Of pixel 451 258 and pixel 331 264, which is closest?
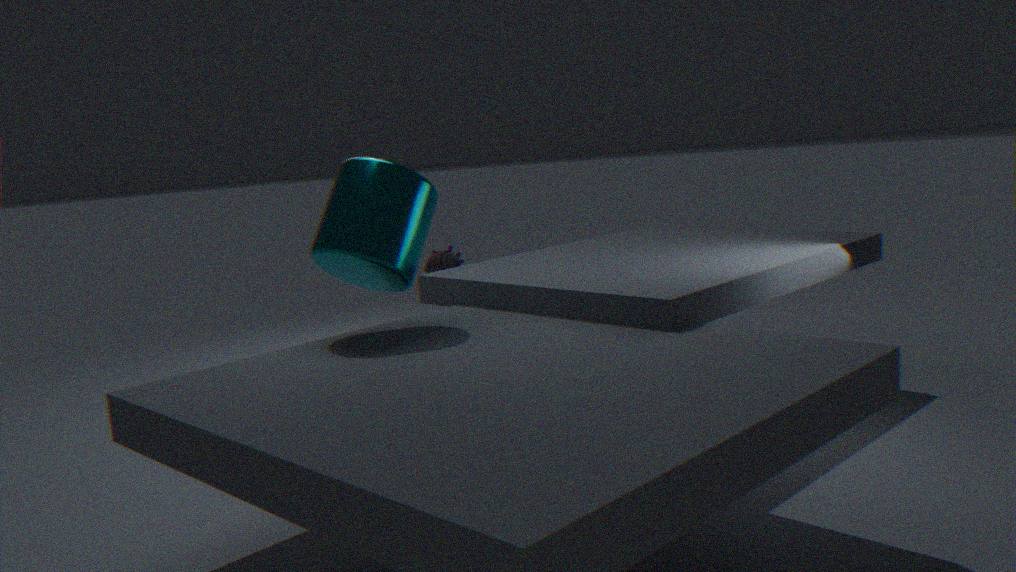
pixel 331 264
